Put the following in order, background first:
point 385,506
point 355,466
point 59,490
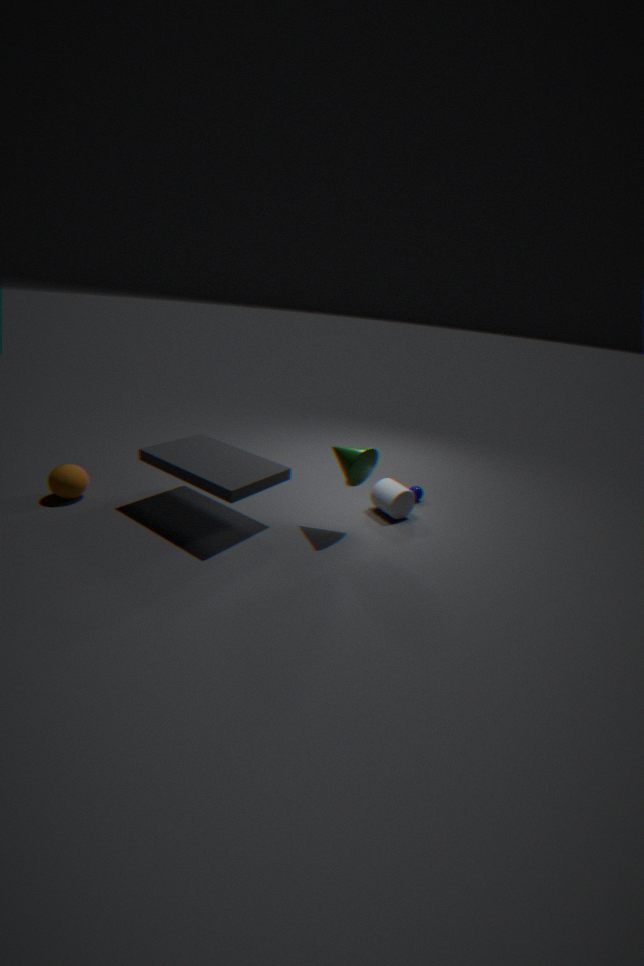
point 385,506, point 59,490, point 355,466
